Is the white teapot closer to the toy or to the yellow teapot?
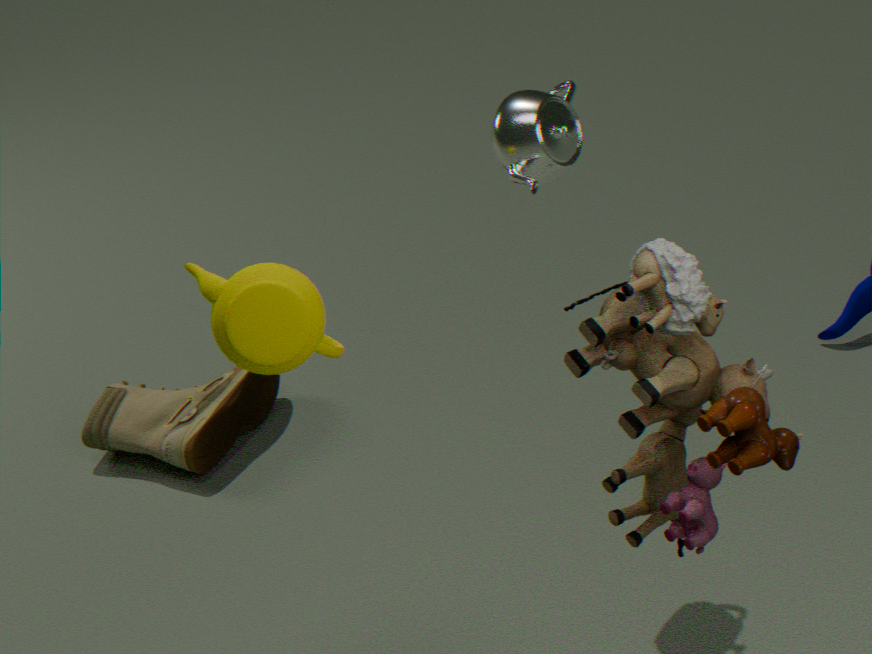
the yellow teapot
